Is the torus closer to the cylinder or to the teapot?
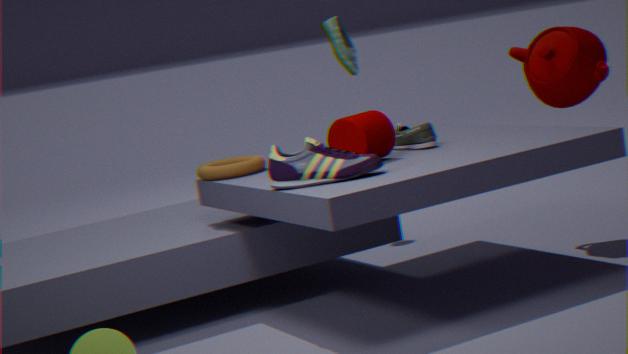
the cylinder
